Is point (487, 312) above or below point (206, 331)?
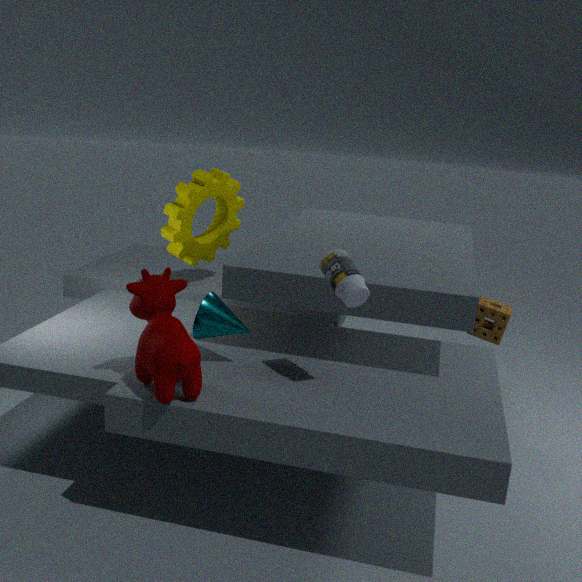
below
